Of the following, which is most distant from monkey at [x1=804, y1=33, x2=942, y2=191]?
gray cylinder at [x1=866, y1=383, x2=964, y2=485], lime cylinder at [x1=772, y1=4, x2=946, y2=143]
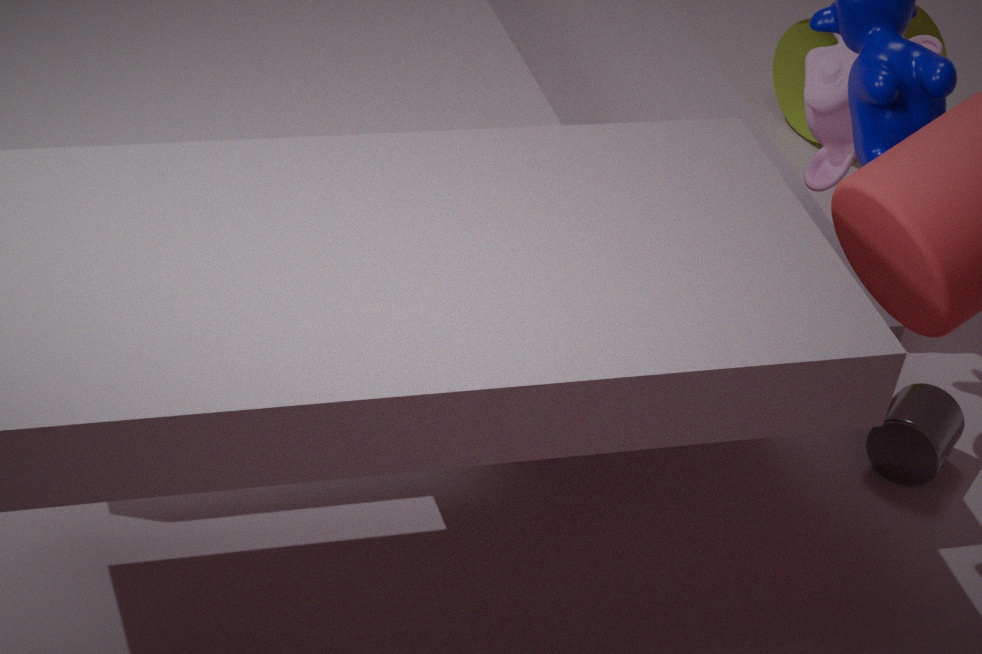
lime cylinder at [x1=772, y1=4, x2=946, y2=143]
